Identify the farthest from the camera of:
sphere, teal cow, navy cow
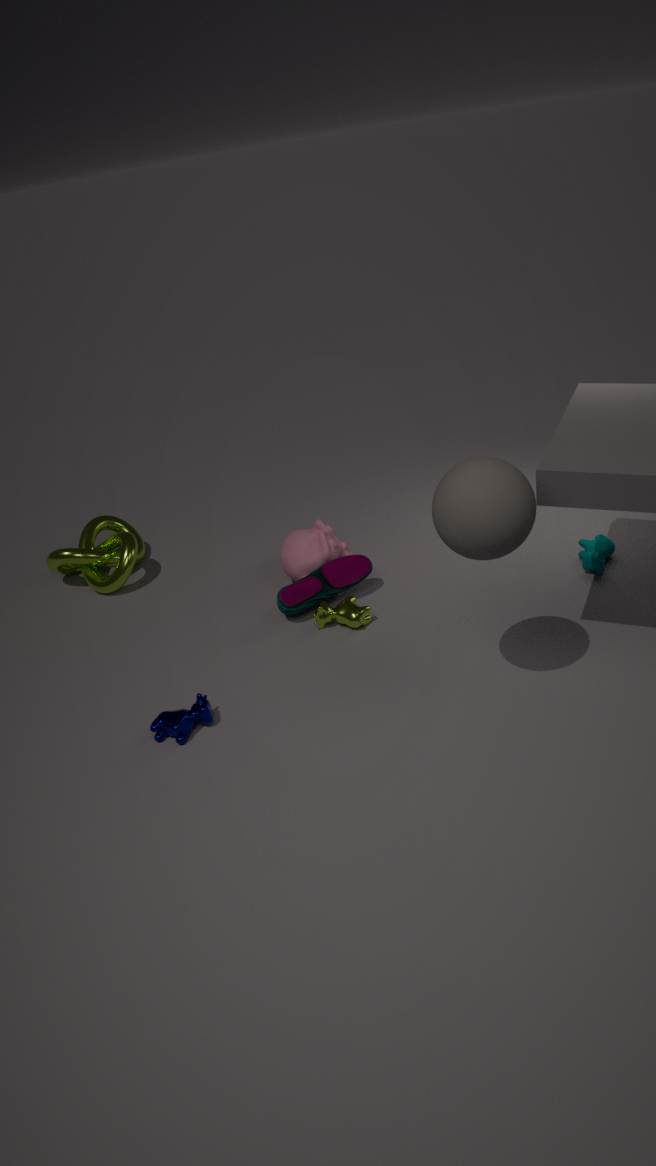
teal cow
